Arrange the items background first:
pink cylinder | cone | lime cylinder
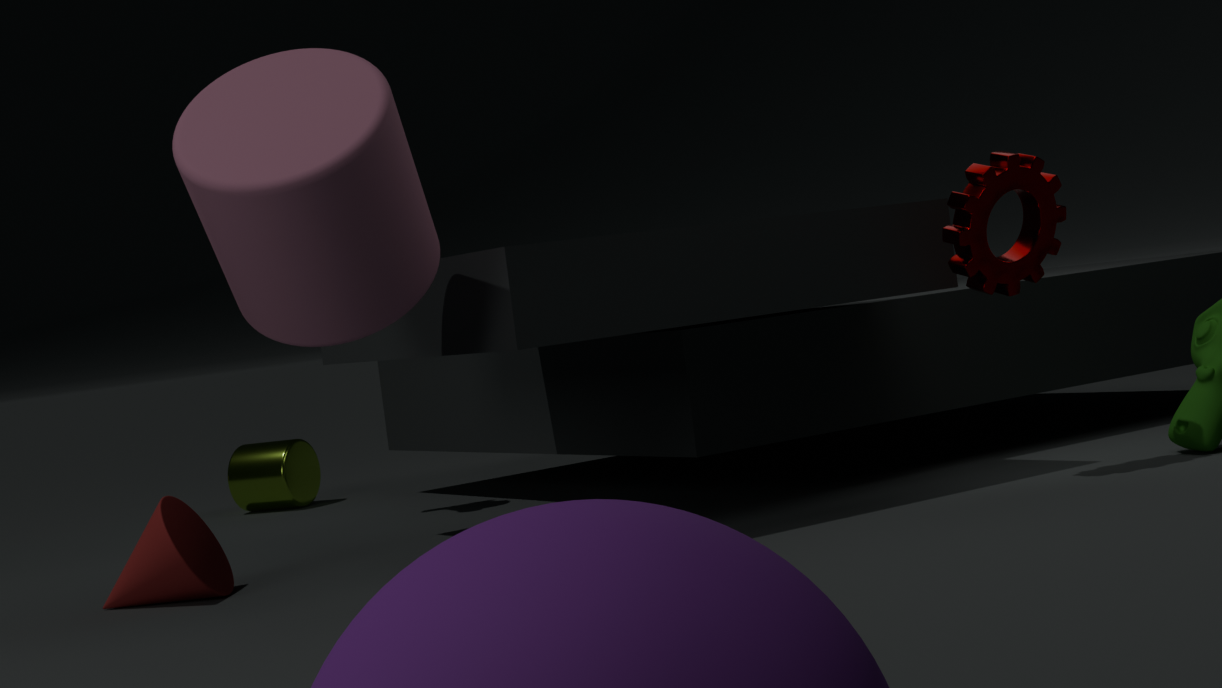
lime cylinder → cone → pink cylinder
